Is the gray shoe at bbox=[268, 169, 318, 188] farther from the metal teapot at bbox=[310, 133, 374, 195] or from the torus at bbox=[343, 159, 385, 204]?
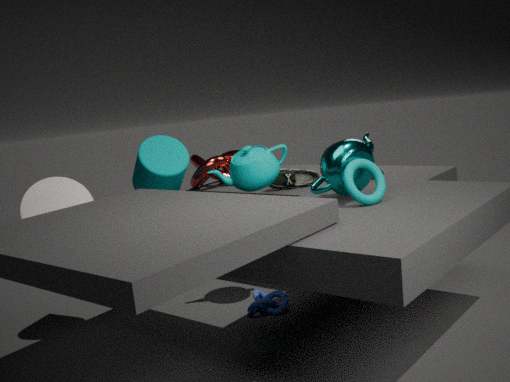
the torus at bbox=[343, 159, 385, 204]
